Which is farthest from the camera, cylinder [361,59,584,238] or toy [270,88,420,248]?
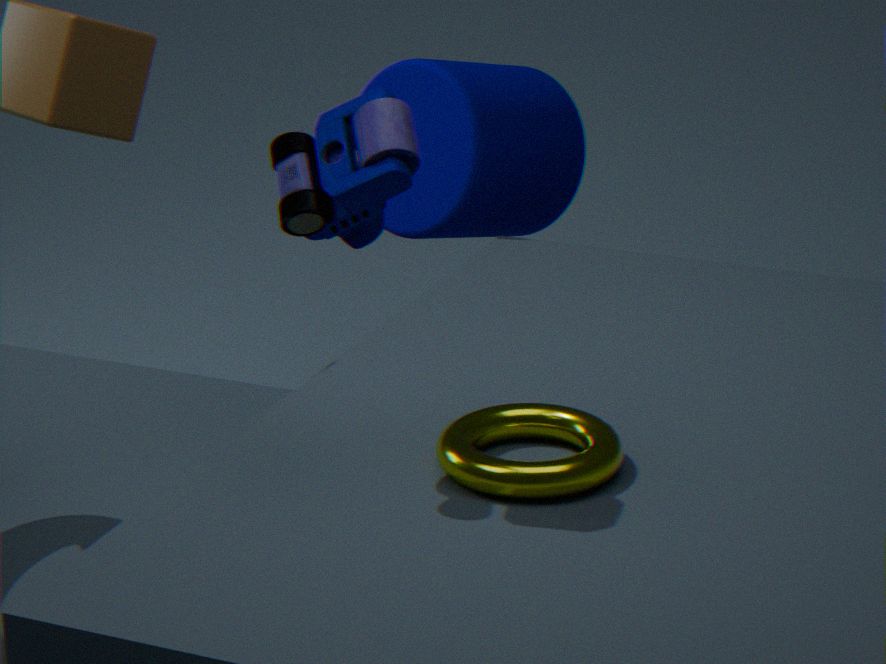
cylinder [361,59,584,238]
